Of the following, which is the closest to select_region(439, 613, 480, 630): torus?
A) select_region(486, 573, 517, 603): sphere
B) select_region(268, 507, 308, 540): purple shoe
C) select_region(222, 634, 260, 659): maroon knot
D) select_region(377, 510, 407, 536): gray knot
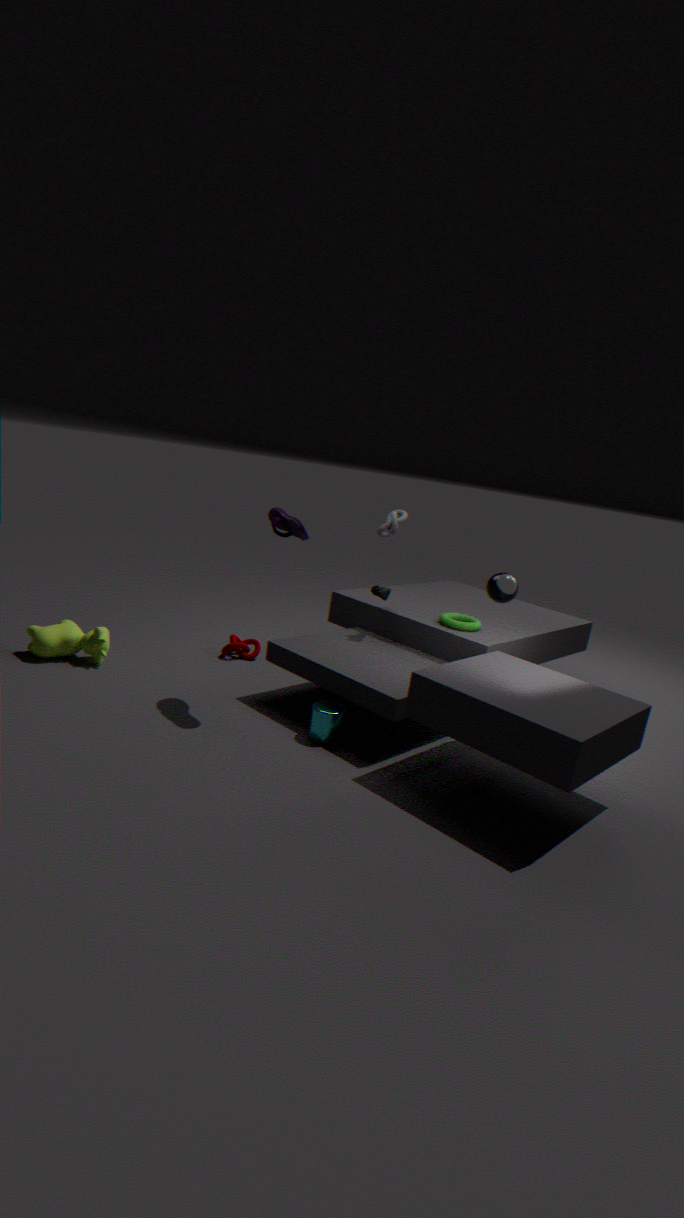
select_region(486, 573, 517, 603): sphere
